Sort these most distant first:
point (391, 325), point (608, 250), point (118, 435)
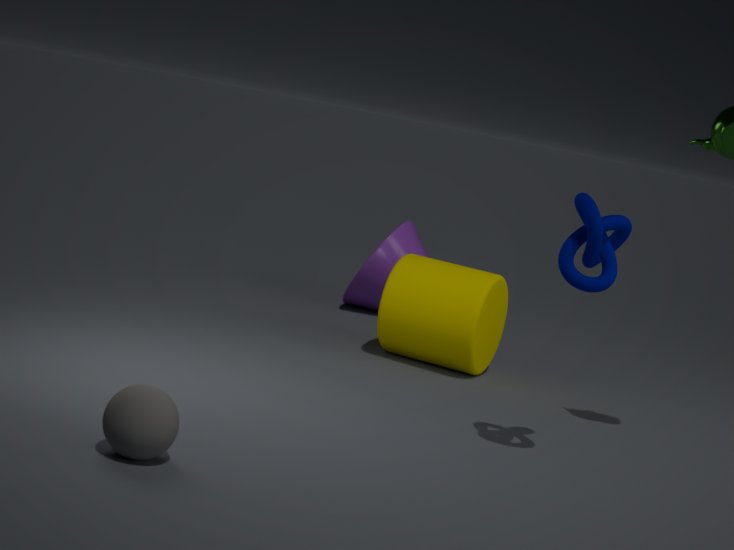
point (391, 325)
point (608, 250)
point (118, 435)
